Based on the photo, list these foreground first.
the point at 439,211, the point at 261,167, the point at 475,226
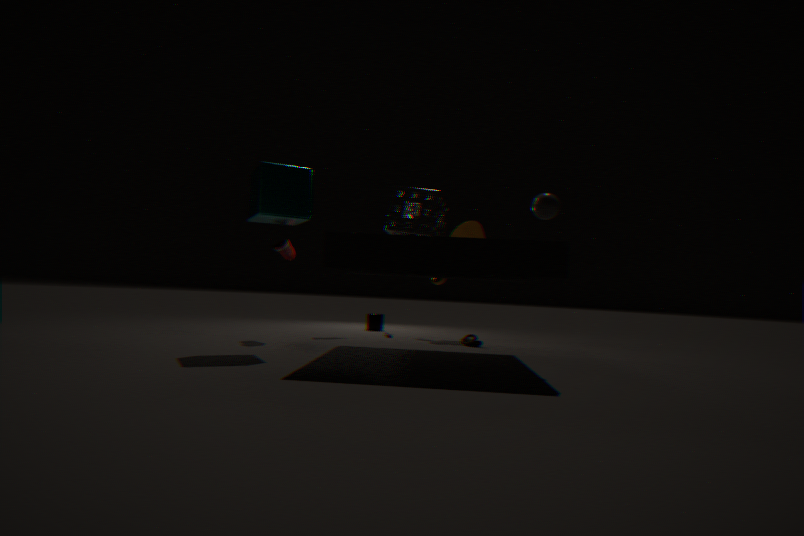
the point at 261,167 → the point at 439,211 → the point at 475,226
